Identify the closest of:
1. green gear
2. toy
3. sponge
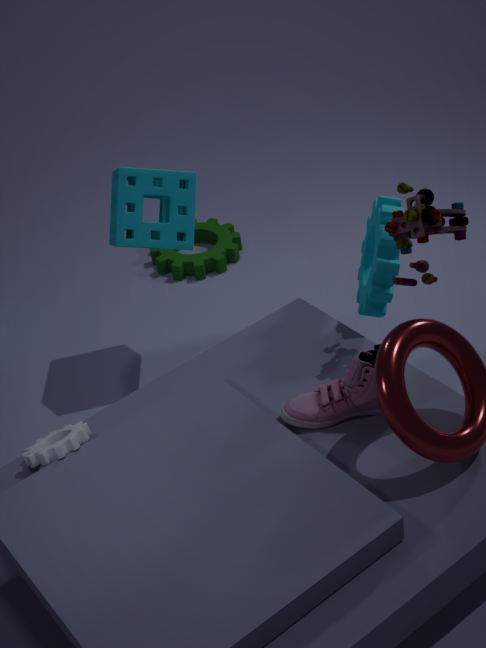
toy
